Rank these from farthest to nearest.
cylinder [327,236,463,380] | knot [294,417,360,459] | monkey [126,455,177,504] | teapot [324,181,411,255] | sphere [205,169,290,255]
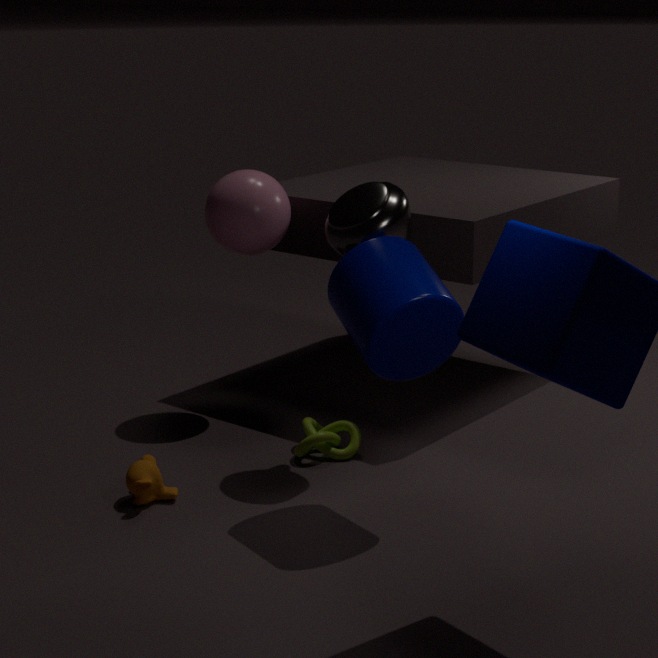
sphere [205,169,290,255] → knot [294,417,360,459] → teapot [324,181,411,255] → monkey [126,455,177,504] → cylinder [327,236,463,380]
